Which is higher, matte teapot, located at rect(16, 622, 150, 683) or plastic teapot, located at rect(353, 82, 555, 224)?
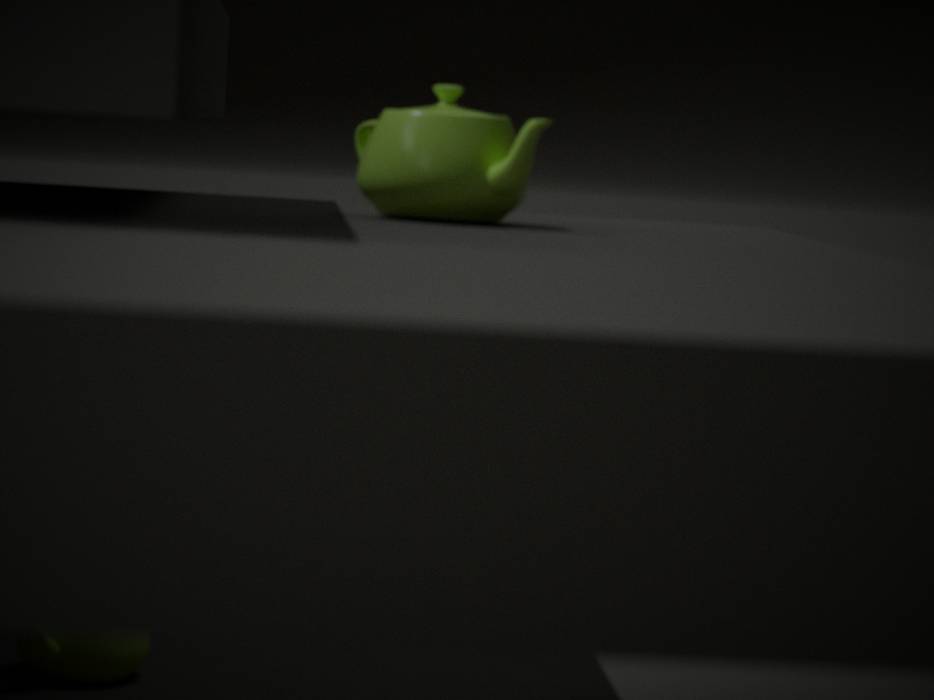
plastic teapot, located at rect(353, 82, 555, 224)
